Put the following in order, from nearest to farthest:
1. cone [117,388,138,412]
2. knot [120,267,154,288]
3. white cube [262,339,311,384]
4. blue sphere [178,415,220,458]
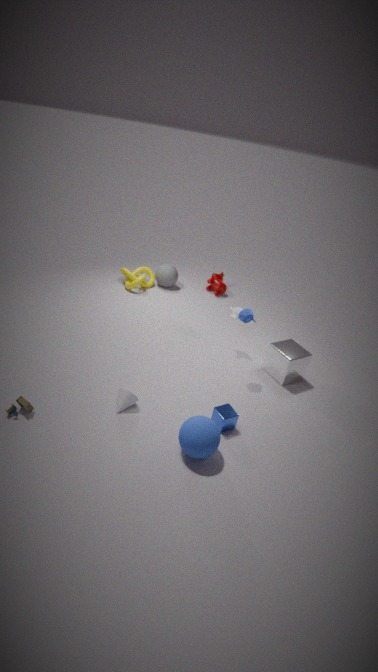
blue sphere [178,415,220,458], cone [117,388,138,412], white cube [262,339,311,384], knot [120,267,154,288]
